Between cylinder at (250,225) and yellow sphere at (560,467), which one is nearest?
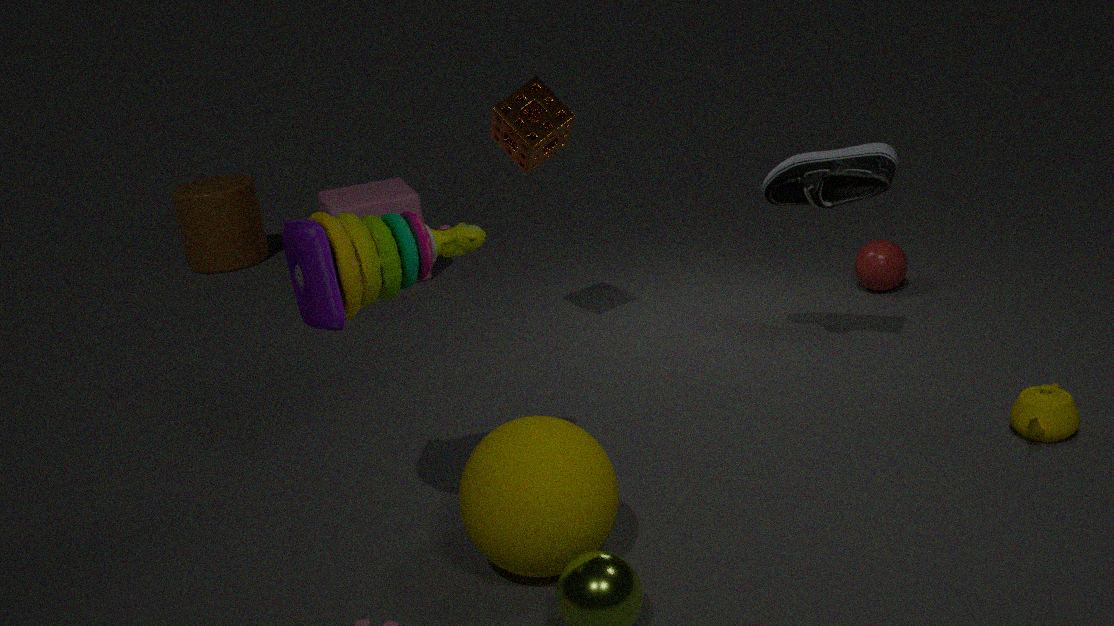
yellow sphere at (560,467)
